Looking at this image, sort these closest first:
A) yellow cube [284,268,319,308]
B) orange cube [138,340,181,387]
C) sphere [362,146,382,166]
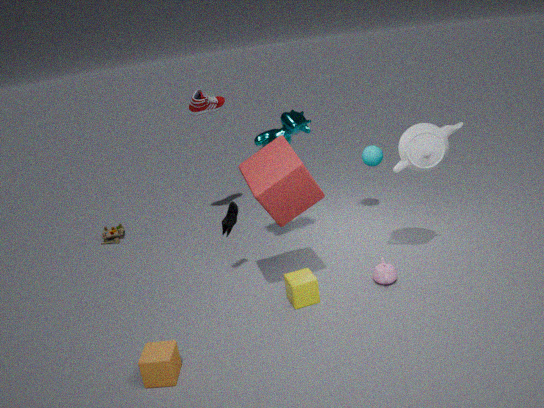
orange cube [138,340,181,387] < yellow cube [284,268,319,308] < sphere [362,146,382,166]
